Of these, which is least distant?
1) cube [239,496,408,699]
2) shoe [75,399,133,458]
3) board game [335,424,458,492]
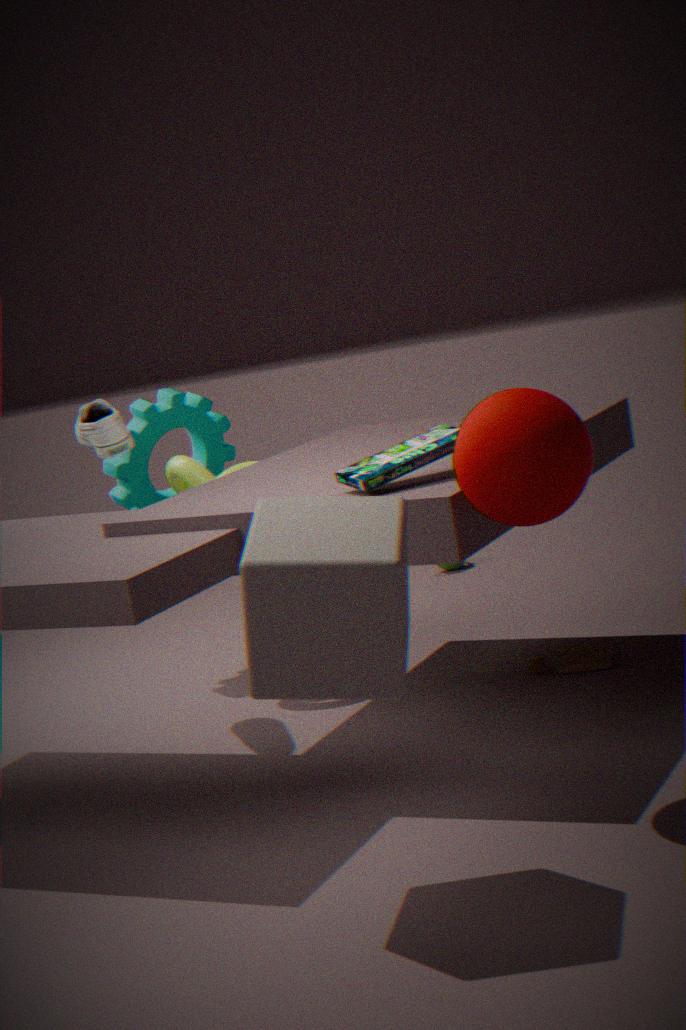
1. cube [239,496,408,699]
